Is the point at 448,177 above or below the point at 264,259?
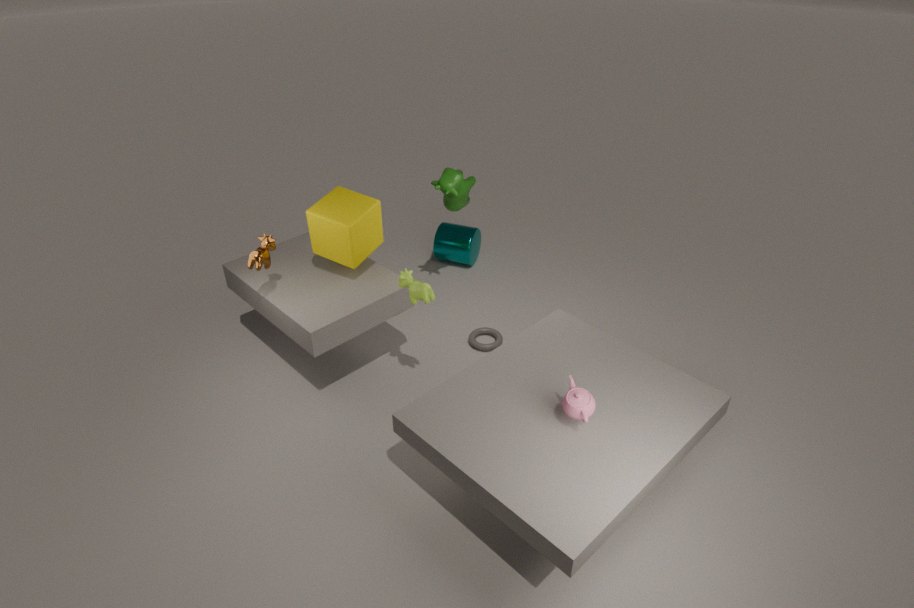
below
